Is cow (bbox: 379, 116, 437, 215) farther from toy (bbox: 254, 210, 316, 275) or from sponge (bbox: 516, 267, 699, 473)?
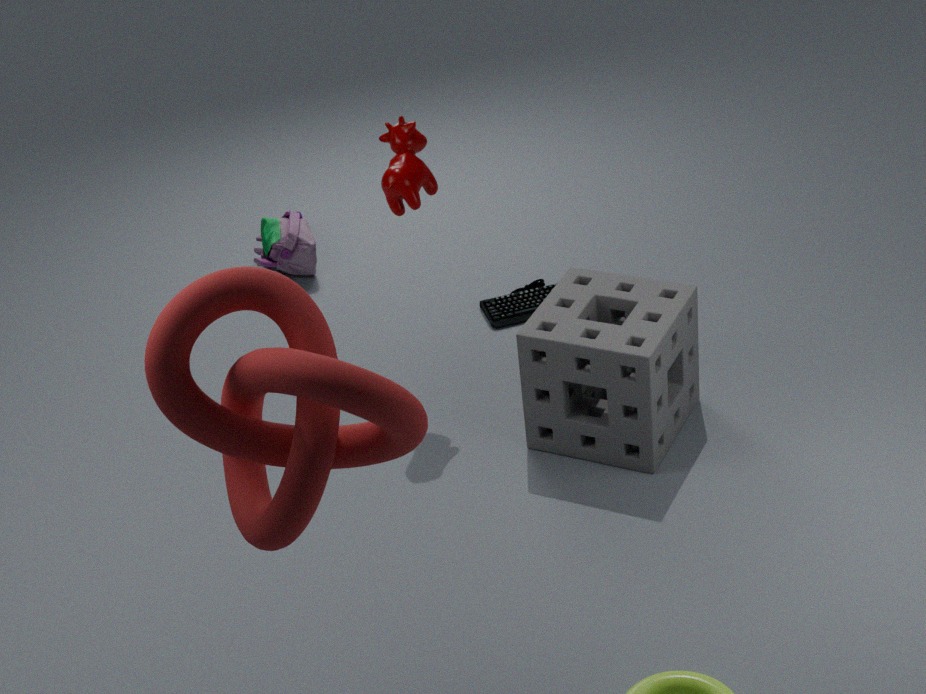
toy (bbox: 254, 210, 316, 275)
